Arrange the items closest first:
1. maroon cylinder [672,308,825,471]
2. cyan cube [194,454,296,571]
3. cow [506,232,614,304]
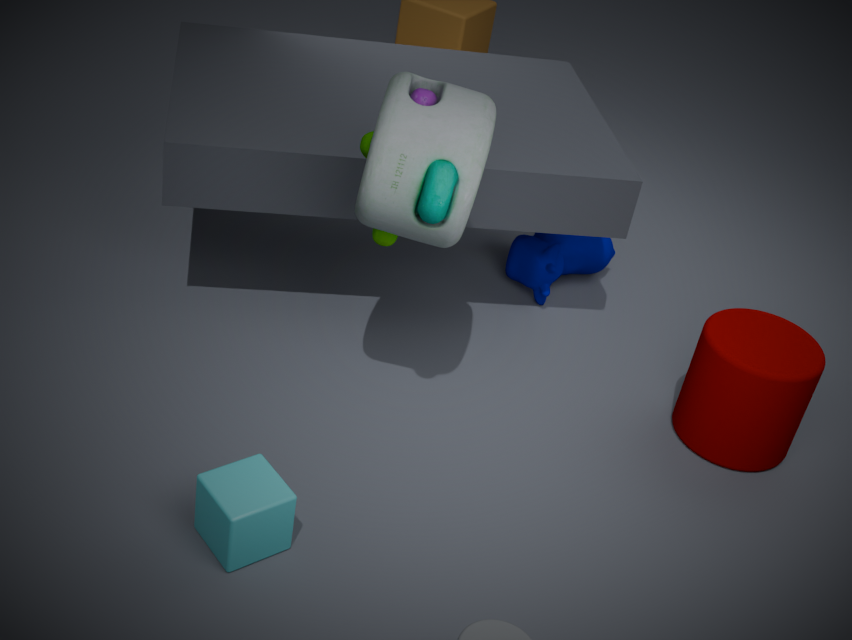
cyan cube [194,454,296,571], maroon cylinder [672,308,825,471], cow [506,232,614,304]
